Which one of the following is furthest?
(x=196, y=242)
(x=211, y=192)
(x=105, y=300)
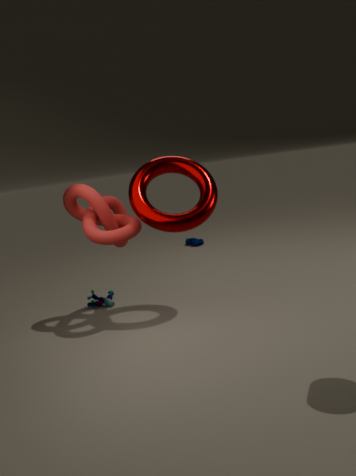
(x=196, y=242)
